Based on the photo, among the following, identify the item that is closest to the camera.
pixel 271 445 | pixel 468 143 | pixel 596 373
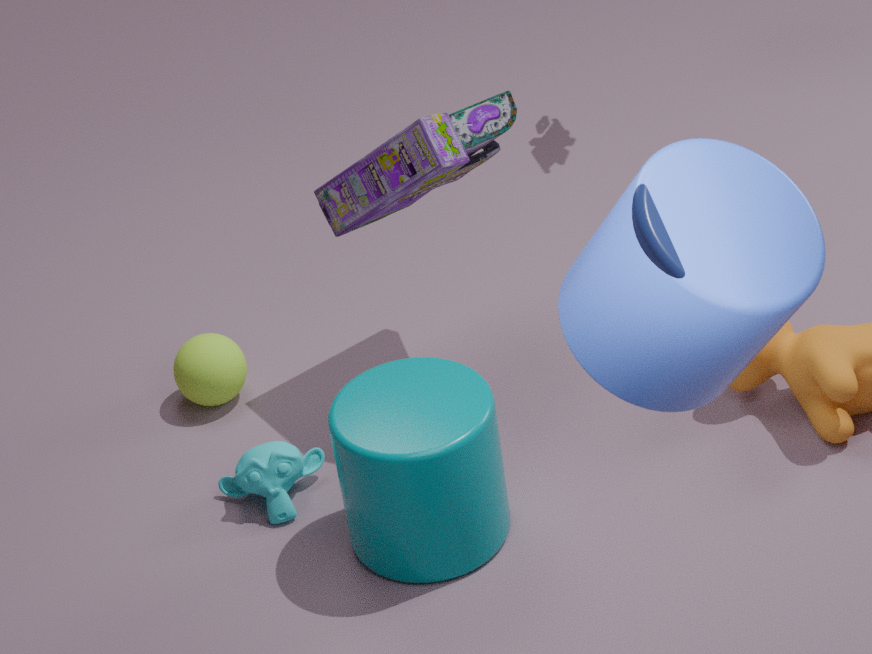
pixel 596 373
